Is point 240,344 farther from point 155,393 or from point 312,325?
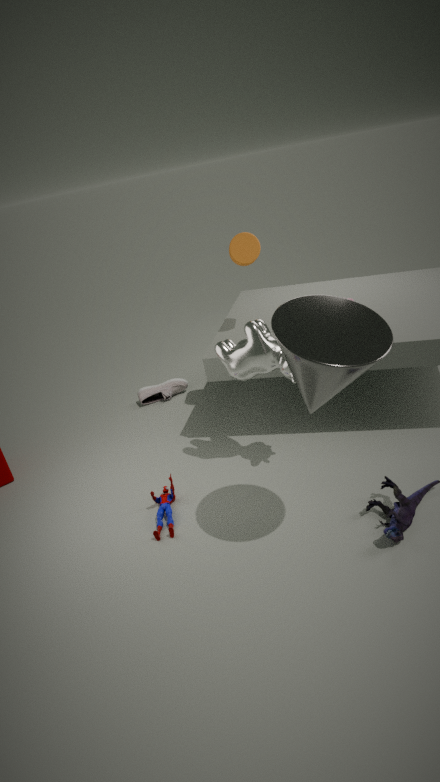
point 155,393
